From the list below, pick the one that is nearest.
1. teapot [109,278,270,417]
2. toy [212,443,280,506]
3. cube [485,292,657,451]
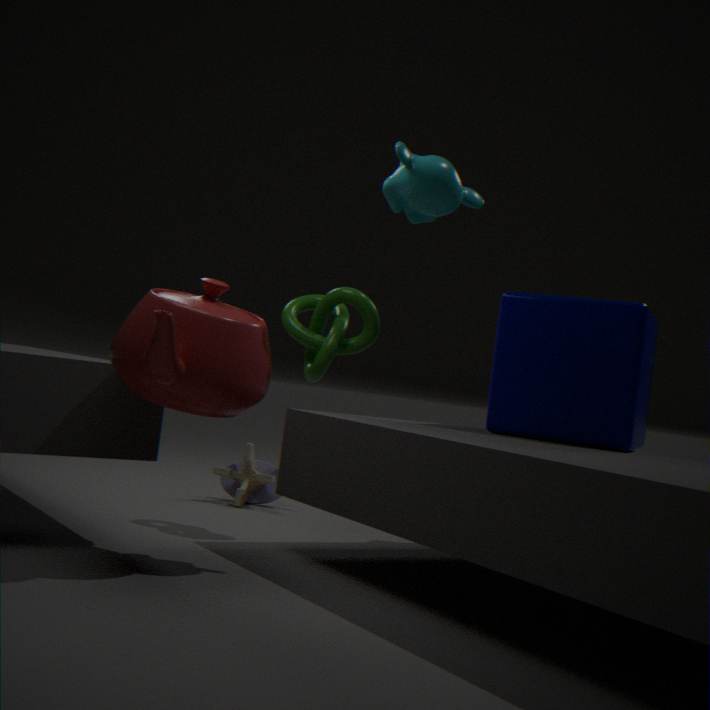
teapot [109,278,270,417]
